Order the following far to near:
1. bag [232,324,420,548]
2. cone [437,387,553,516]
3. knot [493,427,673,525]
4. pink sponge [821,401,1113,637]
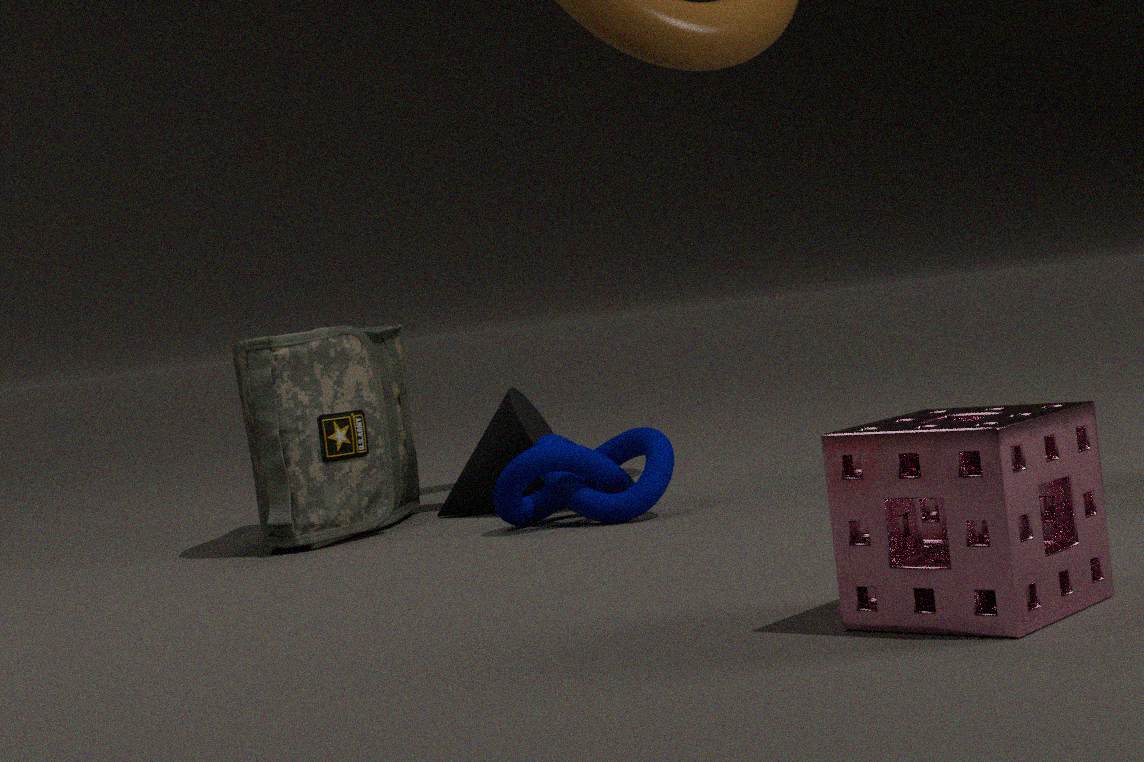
cone [437,387,553,516] < bag [232,324,420,548] < knot [493,427,673,525] < pink sponge [821,401,1113,637]
